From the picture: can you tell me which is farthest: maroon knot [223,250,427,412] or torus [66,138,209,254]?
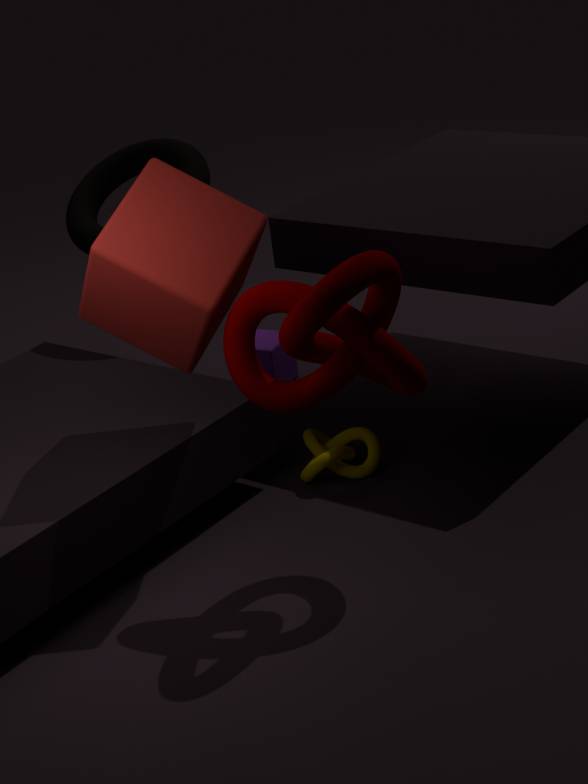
torus [66,138,209,254]
